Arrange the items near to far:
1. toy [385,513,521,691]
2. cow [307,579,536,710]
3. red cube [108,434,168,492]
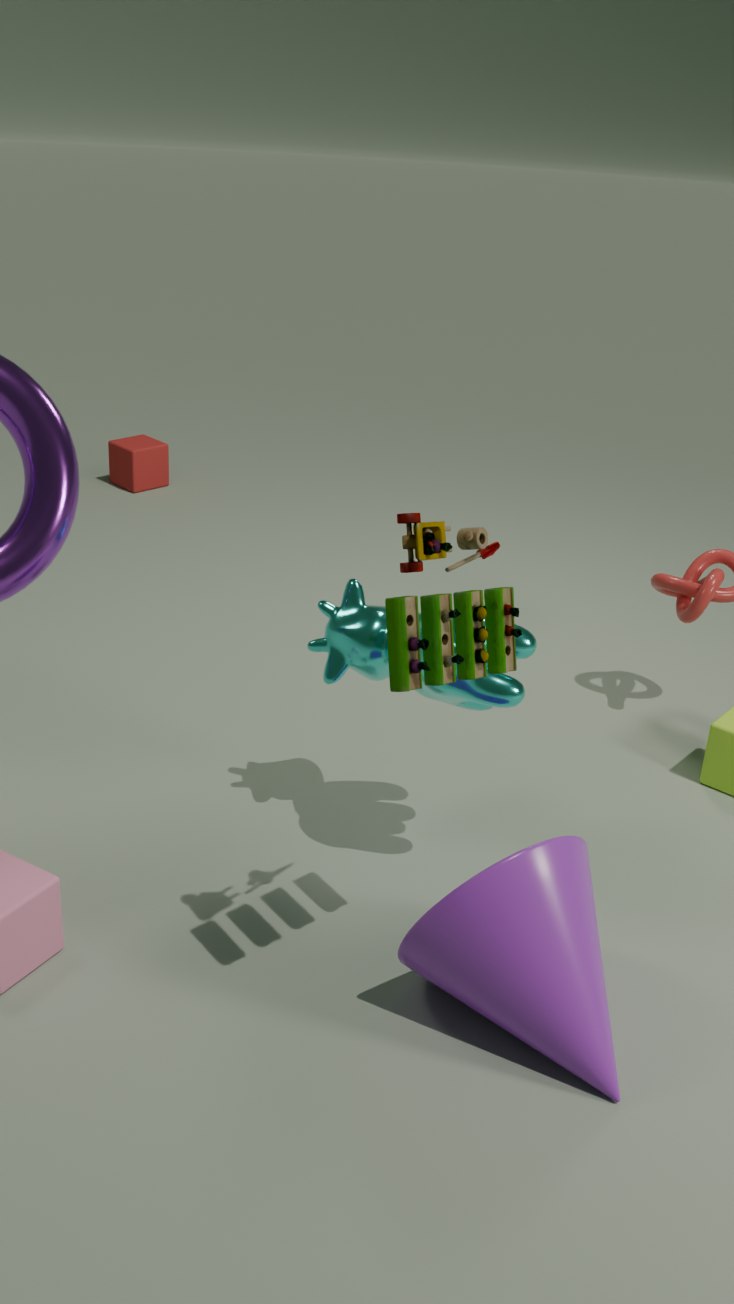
toy [385,513,521,691] < cow [307,579,536,710] < red cube [108,434,168,492]
